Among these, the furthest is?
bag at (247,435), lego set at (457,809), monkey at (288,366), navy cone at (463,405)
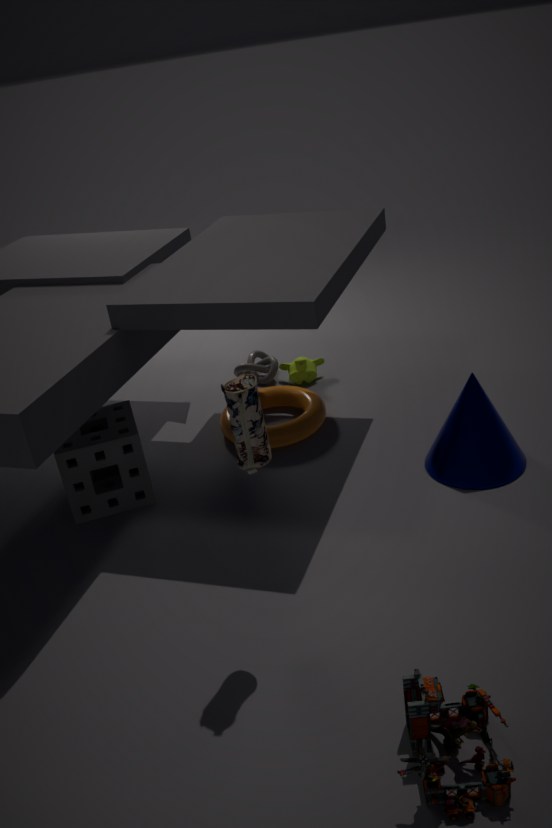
monkey at (288,366)
